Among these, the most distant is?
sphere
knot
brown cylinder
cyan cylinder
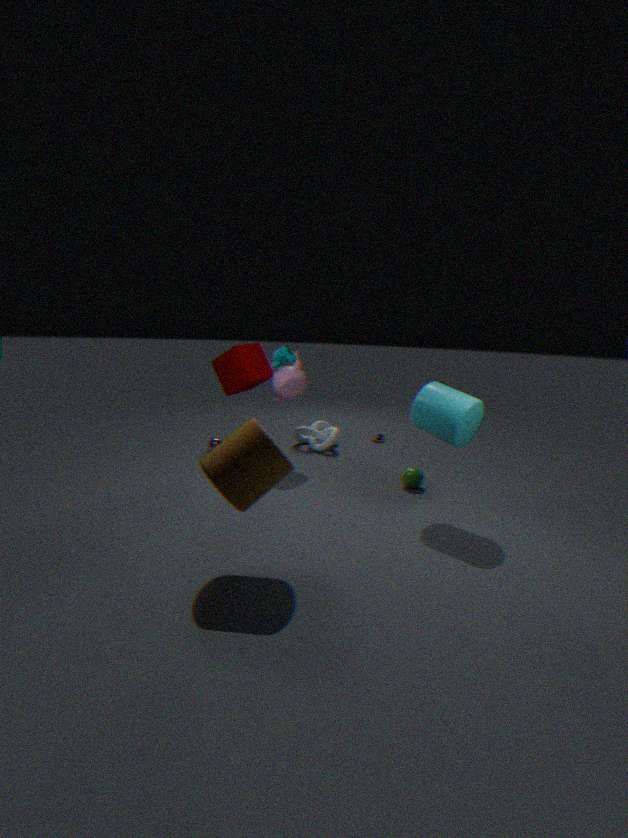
knot
